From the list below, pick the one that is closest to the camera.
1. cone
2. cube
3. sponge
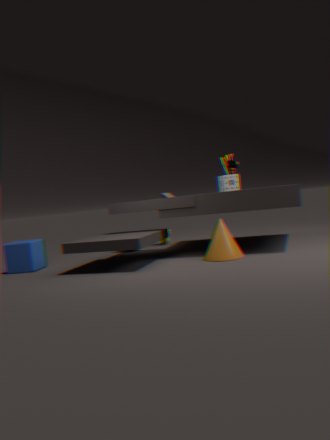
cone
